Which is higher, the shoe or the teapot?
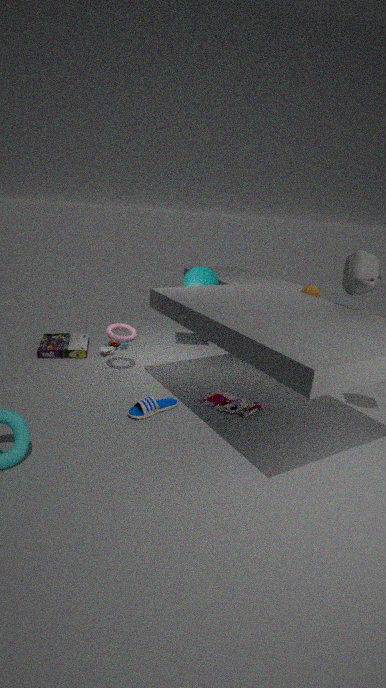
the teapot
